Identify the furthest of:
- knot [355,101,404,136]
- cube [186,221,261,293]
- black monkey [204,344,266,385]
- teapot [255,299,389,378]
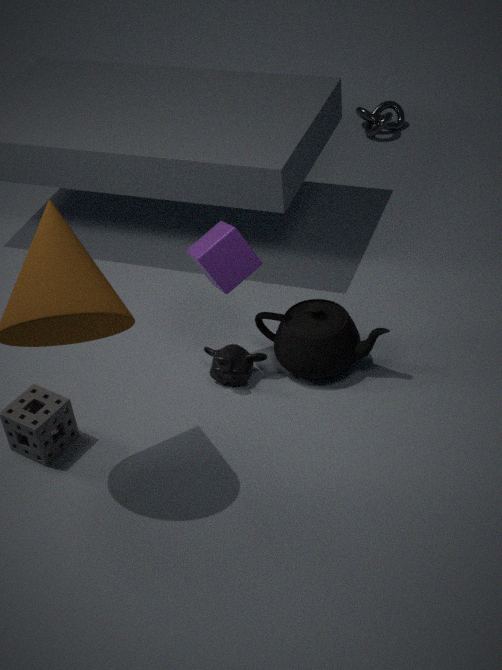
knot [355,101,404,136]
